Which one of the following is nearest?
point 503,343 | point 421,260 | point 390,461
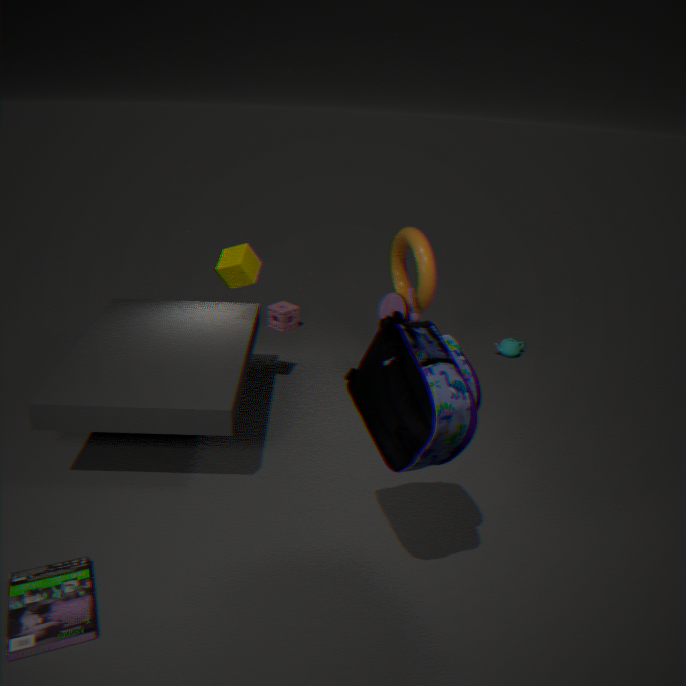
point 390,461
